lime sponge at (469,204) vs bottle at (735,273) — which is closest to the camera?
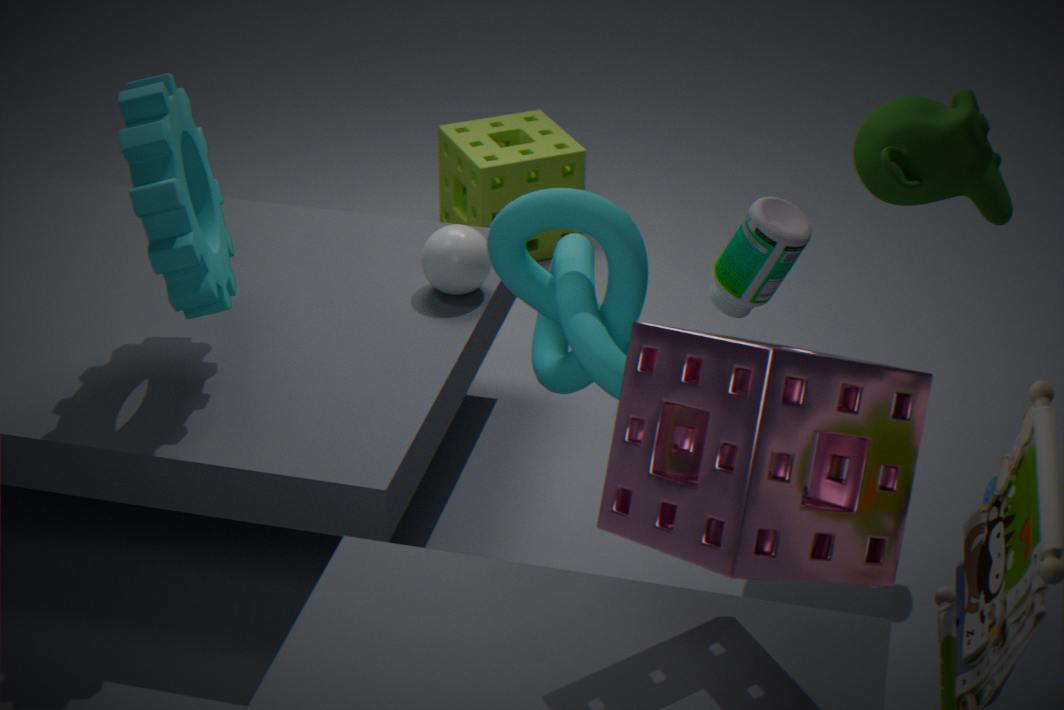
bottle at (735,273)
